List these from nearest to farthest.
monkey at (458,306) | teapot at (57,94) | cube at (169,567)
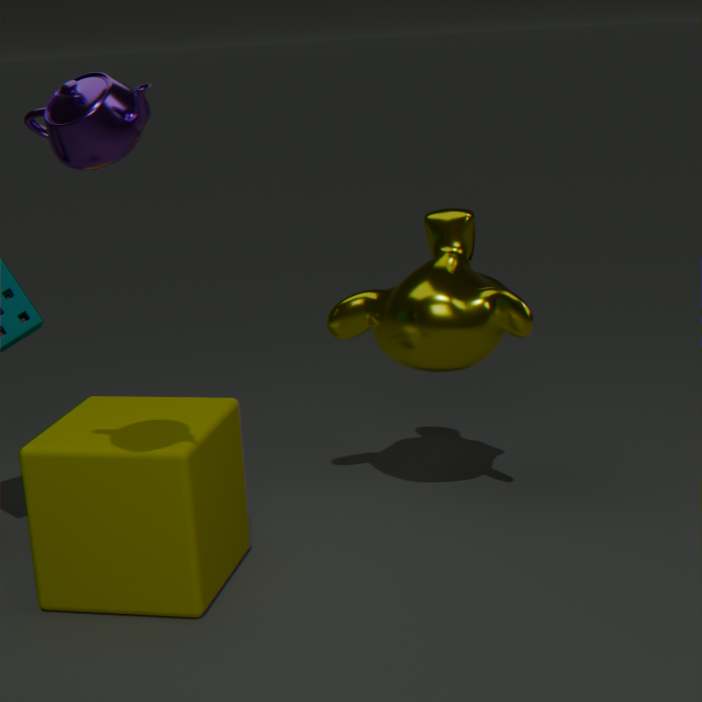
1. teapot at (57,94)
2. cube at (169,567)
3. monkey at (458,306)
